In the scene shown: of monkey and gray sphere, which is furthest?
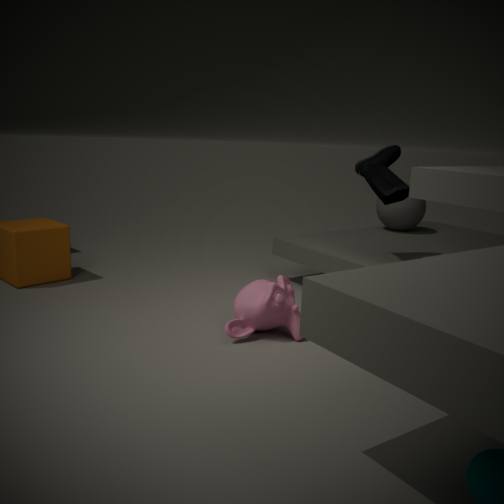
gray sphere
